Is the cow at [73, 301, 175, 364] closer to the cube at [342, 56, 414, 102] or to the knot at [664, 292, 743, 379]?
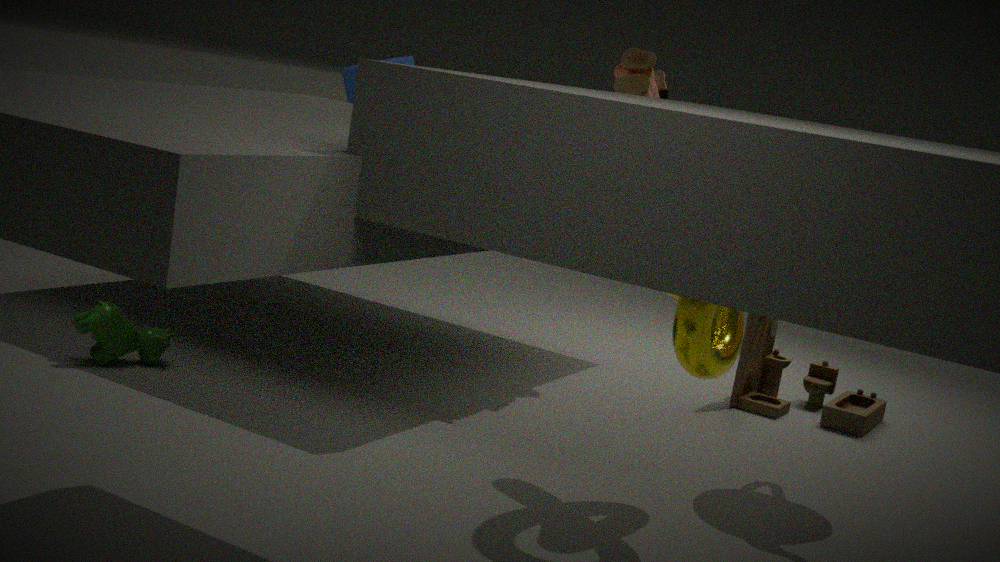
the cube at [342, 56, 414, 102]
